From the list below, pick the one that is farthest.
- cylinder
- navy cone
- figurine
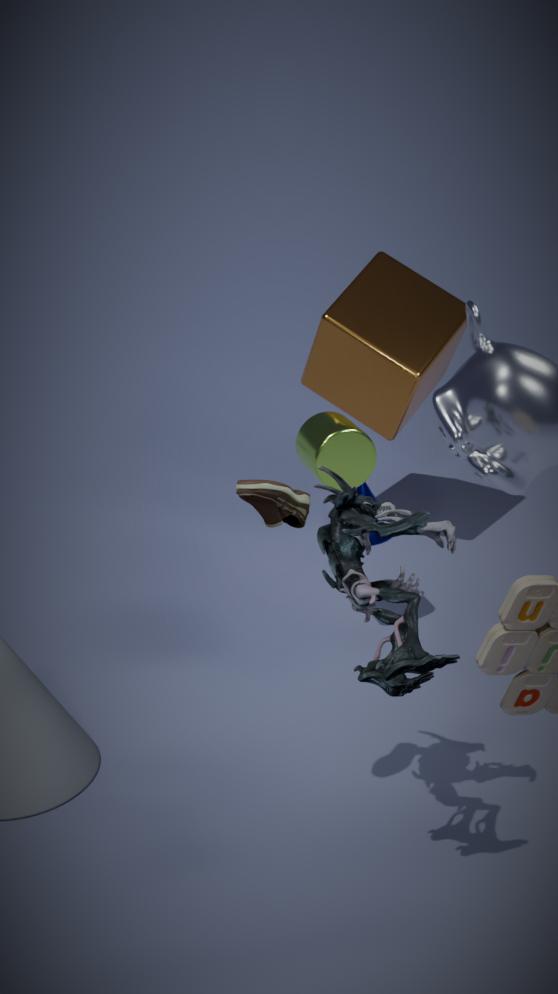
navy cone
